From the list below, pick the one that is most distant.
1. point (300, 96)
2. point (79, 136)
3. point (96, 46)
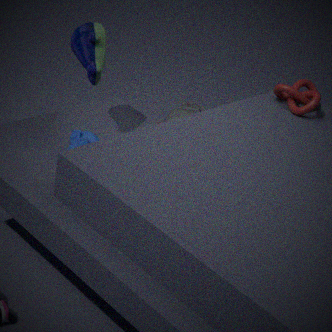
point (300, 96)
